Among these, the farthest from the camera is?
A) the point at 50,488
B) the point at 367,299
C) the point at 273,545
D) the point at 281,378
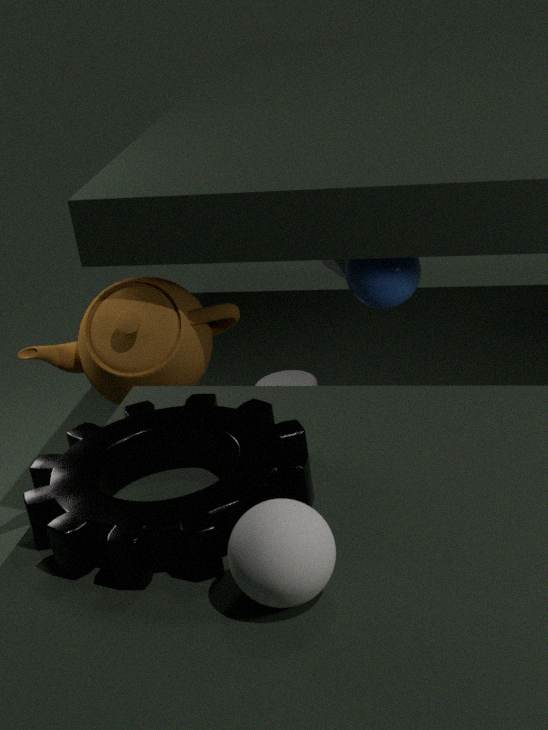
the point at 281,378
